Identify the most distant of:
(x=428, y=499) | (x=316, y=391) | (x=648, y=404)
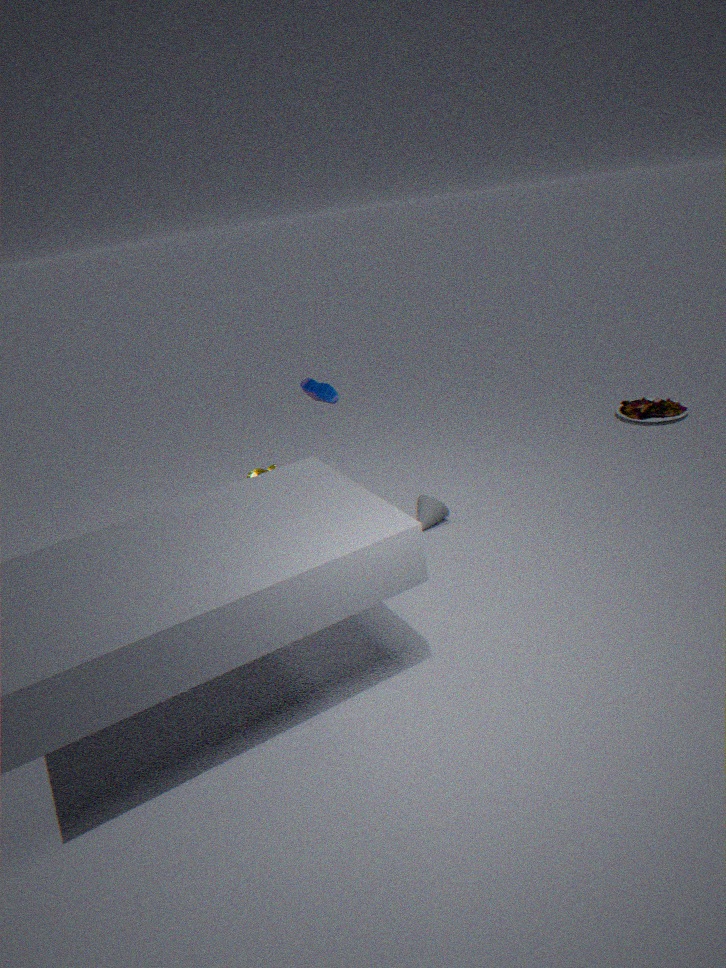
(x=648, y=404)
